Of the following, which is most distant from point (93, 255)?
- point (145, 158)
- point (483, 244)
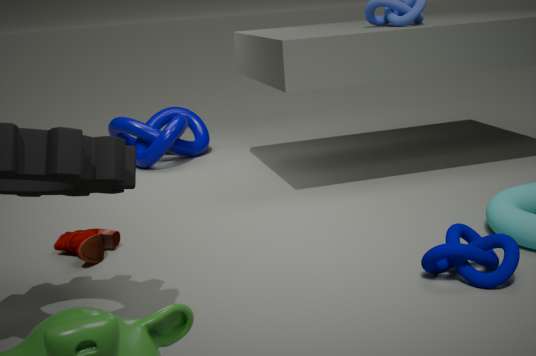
point (145, 158)
